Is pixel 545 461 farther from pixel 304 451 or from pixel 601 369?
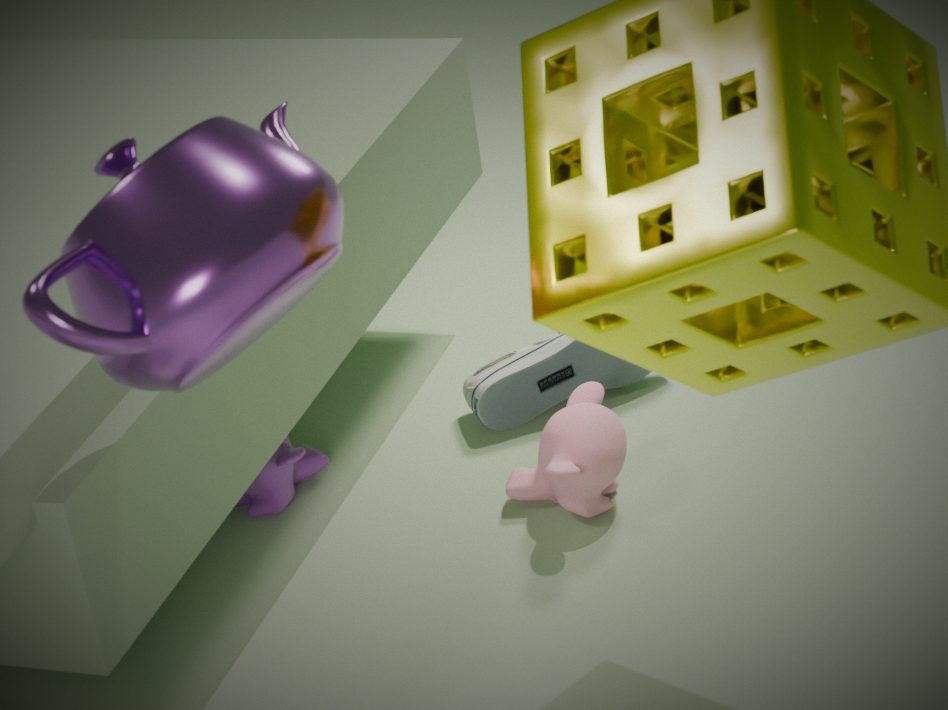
pixel 304 451
